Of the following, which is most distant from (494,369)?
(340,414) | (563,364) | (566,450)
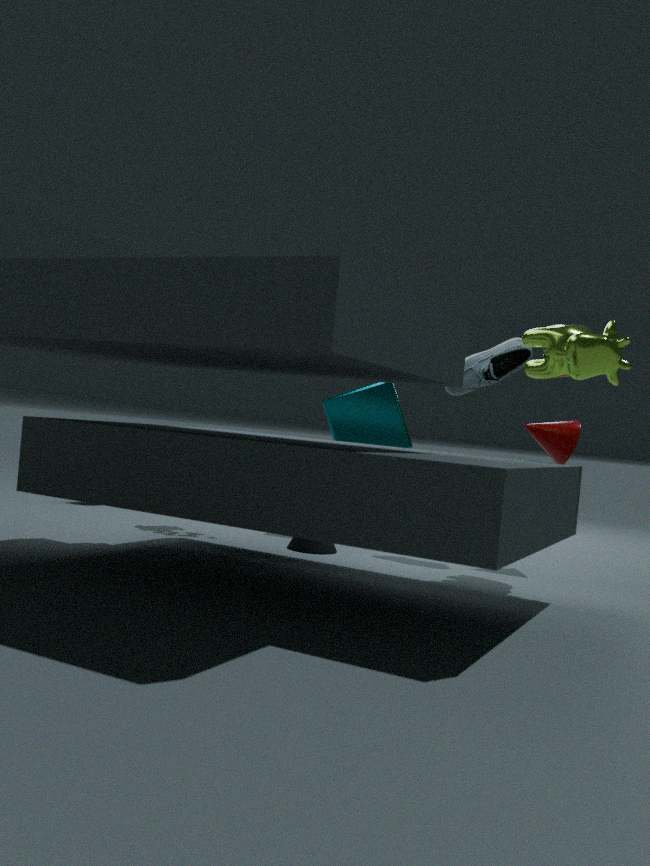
(340,414)
